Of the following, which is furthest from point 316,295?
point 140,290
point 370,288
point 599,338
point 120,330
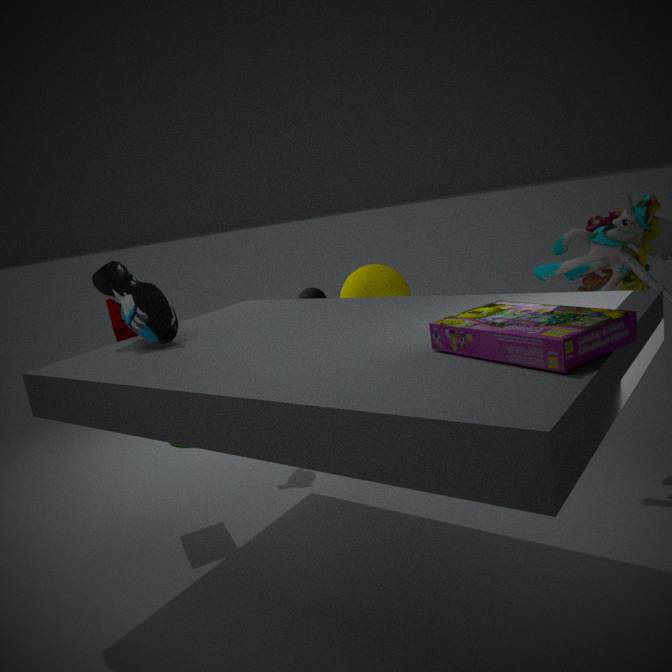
point 599,338
